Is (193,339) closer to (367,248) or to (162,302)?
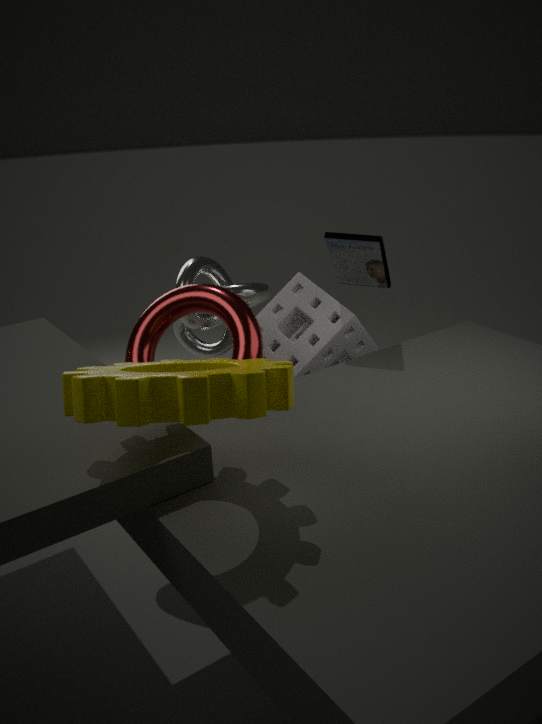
(162,302)
